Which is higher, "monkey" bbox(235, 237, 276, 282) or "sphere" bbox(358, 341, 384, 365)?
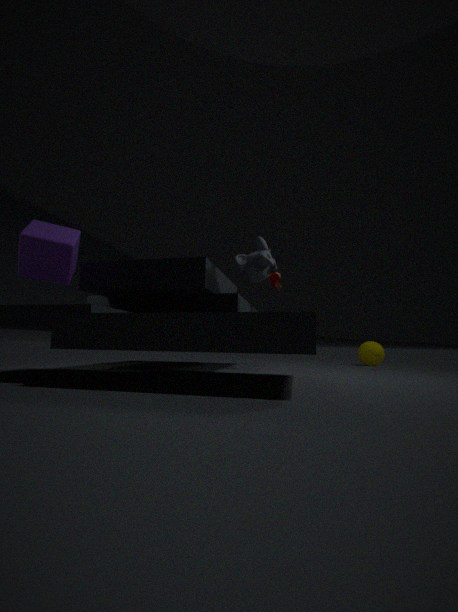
"monkey" bbox(235, 237, 276, 282)
